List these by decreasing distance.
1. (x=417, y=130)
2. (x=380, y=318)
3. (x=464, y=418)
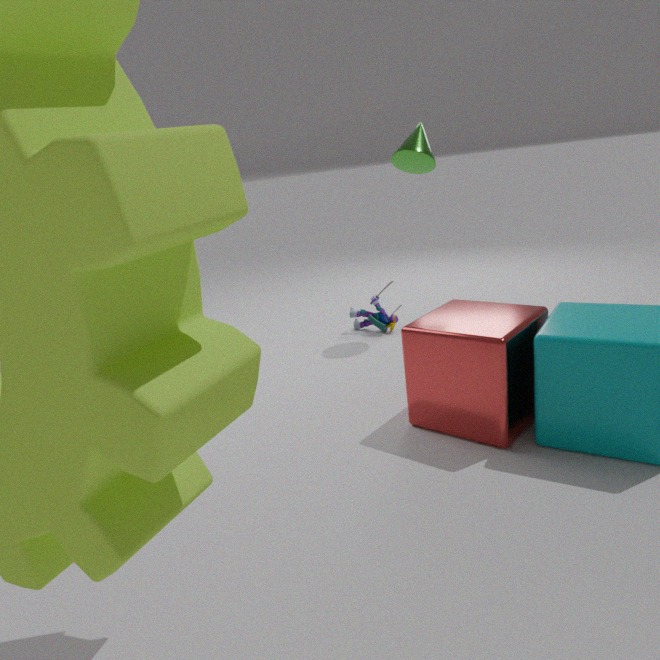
(x=380, y=318), (x=417, y=130), (x=464, y=418)
